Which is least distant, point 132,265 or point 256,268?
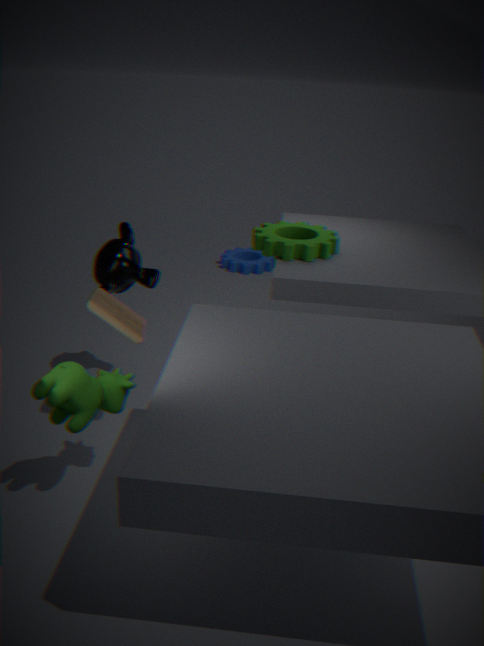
point 132,265
